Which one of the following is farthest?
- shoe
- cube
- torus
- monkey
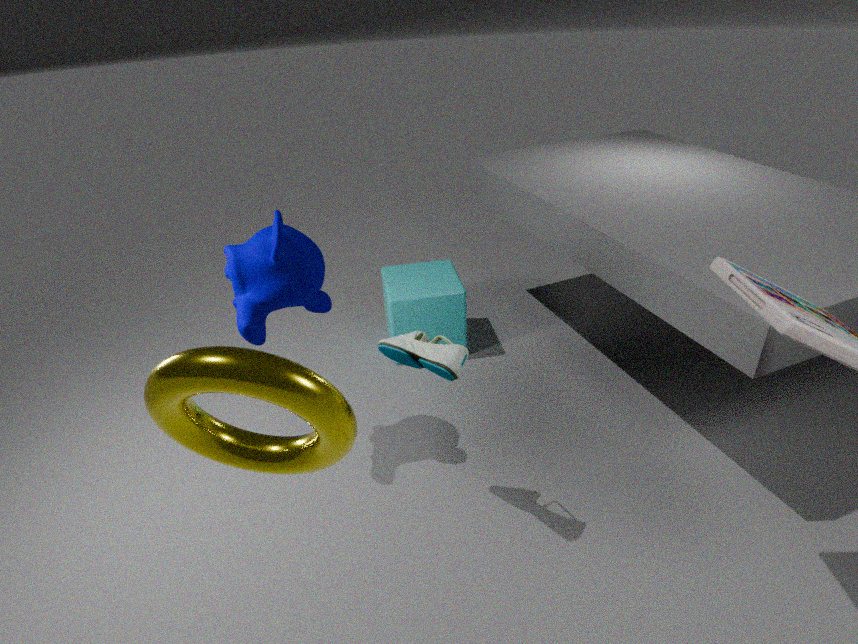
cube
